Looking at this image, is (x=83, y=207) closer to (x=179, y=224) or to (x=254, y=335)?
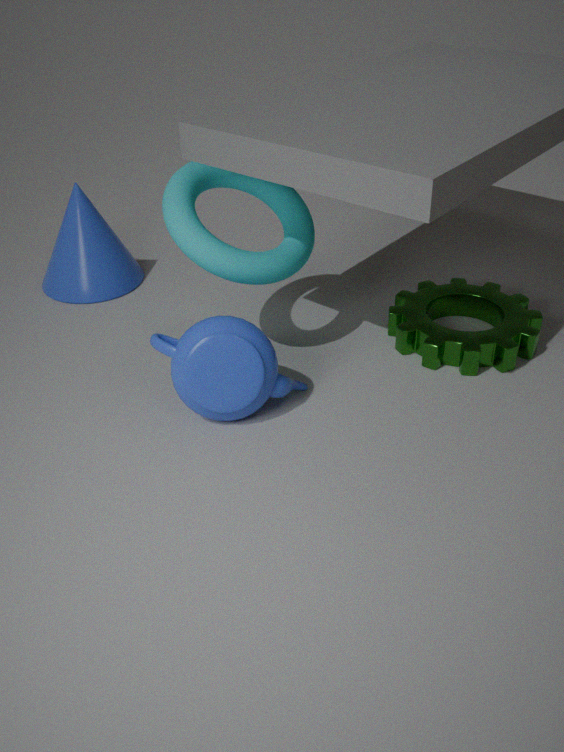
(x=179, y=224)
